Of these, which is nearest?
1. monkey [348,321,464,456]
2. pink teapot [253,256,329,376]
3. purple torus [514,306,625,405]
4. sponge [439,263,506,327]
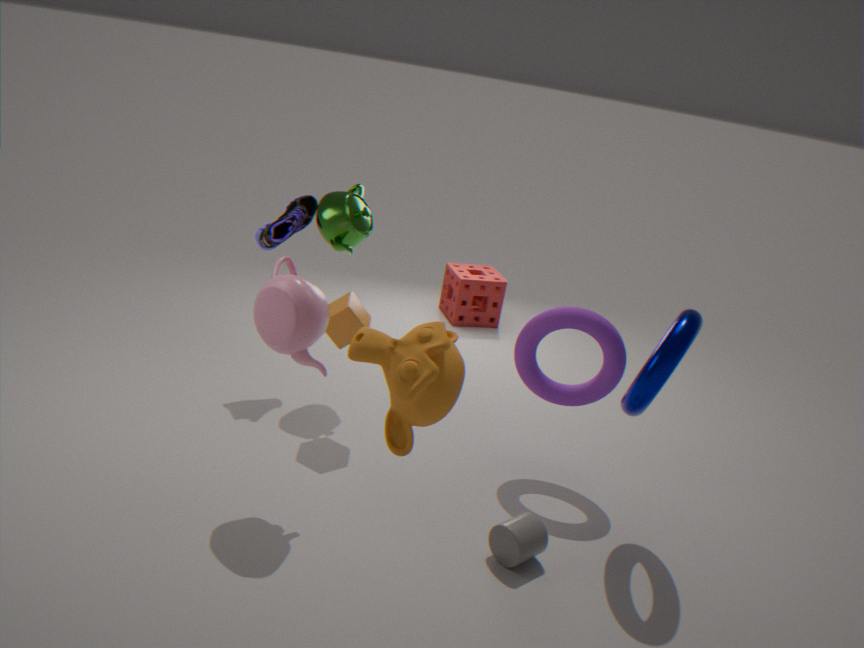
monkey [348,321,464,456]
